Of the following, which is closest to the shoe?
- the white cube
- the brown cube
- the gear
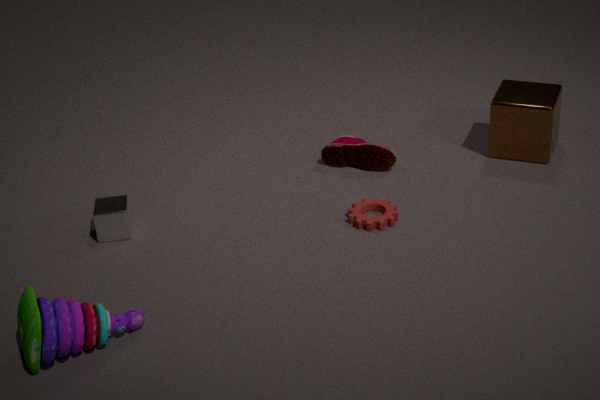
the gear
